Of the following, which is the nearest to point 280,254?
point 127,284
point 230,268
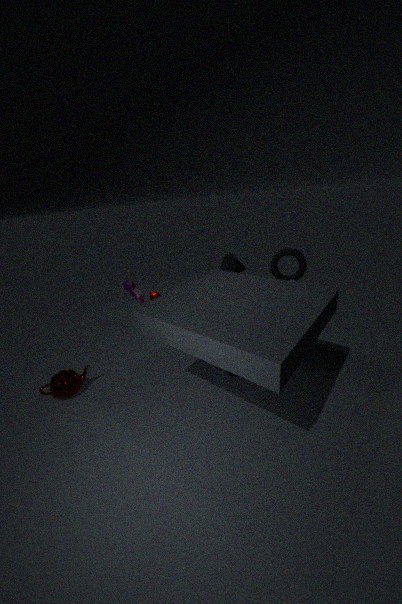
point 230,268
